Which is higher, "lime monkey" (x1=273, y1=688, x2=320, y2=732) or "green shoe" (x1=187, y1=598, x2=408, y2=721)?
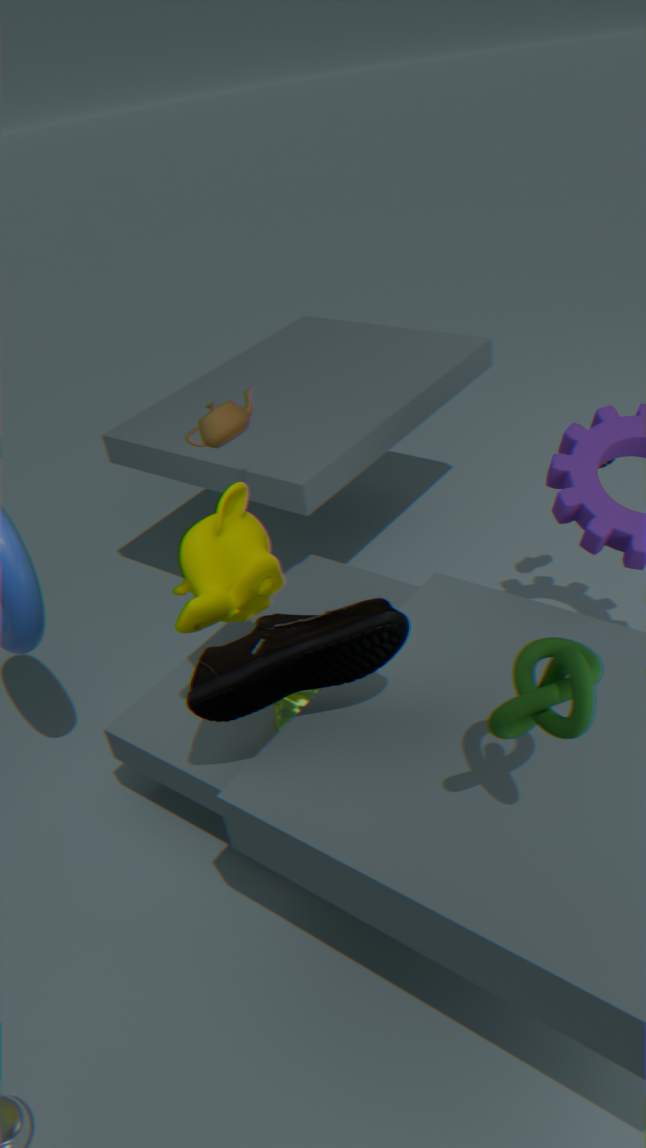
"green shoe" (x1=187, y1=598, x2=408, y2=721)
